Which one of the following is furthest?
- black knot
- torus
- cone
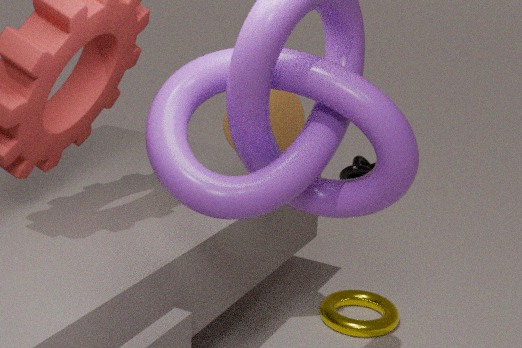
black knot
